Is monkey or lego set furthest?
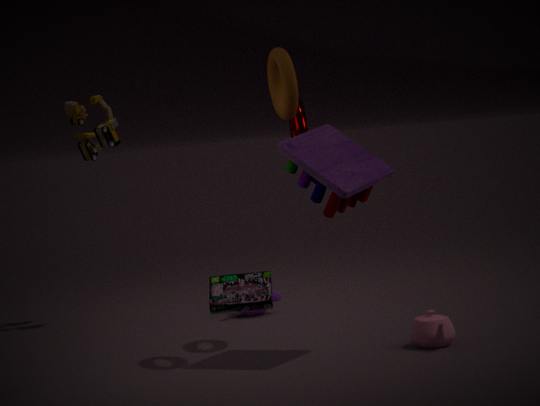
monkey
